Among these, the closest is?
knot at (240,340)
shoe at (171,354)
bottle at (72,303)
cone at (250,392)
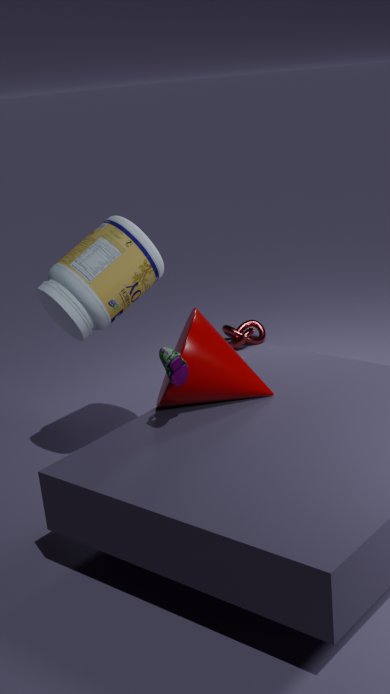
shoe at (171,354)
